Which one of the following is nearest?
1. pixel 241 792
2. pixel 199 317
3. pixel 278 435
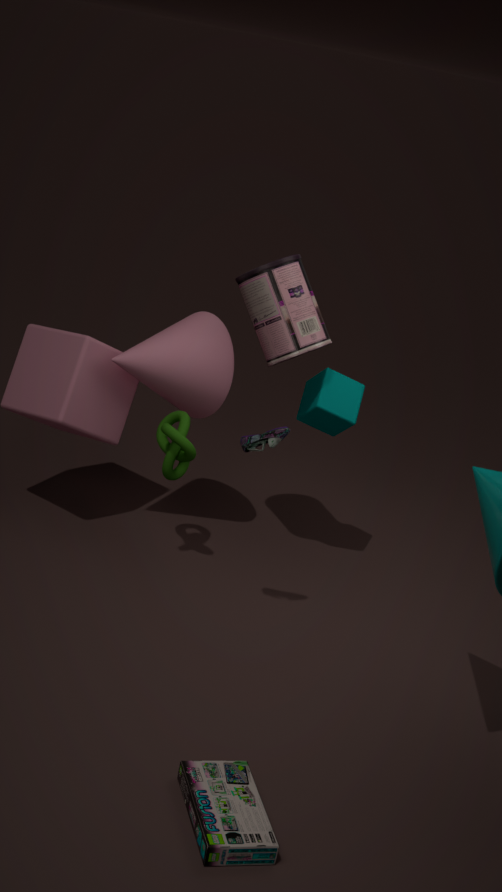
pixel 241 792
